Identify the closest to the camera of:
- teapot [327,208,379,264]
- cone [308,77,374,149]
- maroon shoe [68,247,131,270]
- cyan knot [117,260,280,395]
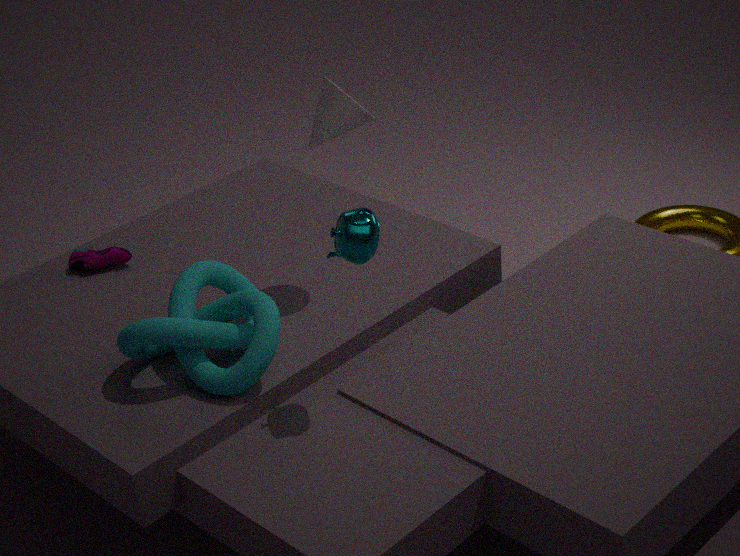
teapot [327,208,379,264]
